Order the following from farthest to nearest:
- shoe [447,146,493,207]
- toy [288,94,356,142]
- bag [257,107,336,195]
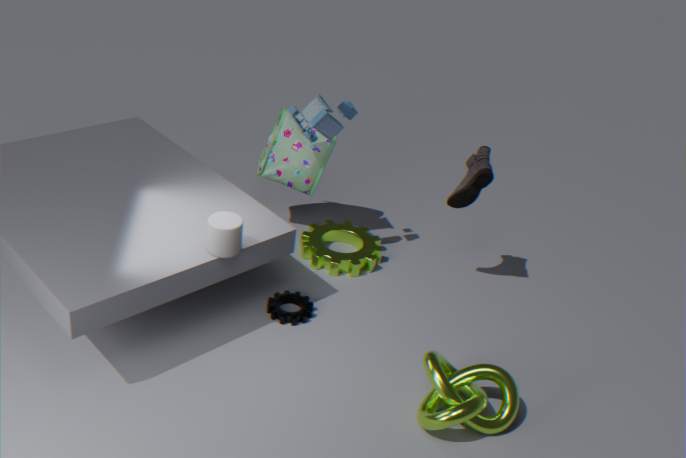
bag [257,107,336,195] < toy [288,94,356,142] < shoe [447,146,493,207]
